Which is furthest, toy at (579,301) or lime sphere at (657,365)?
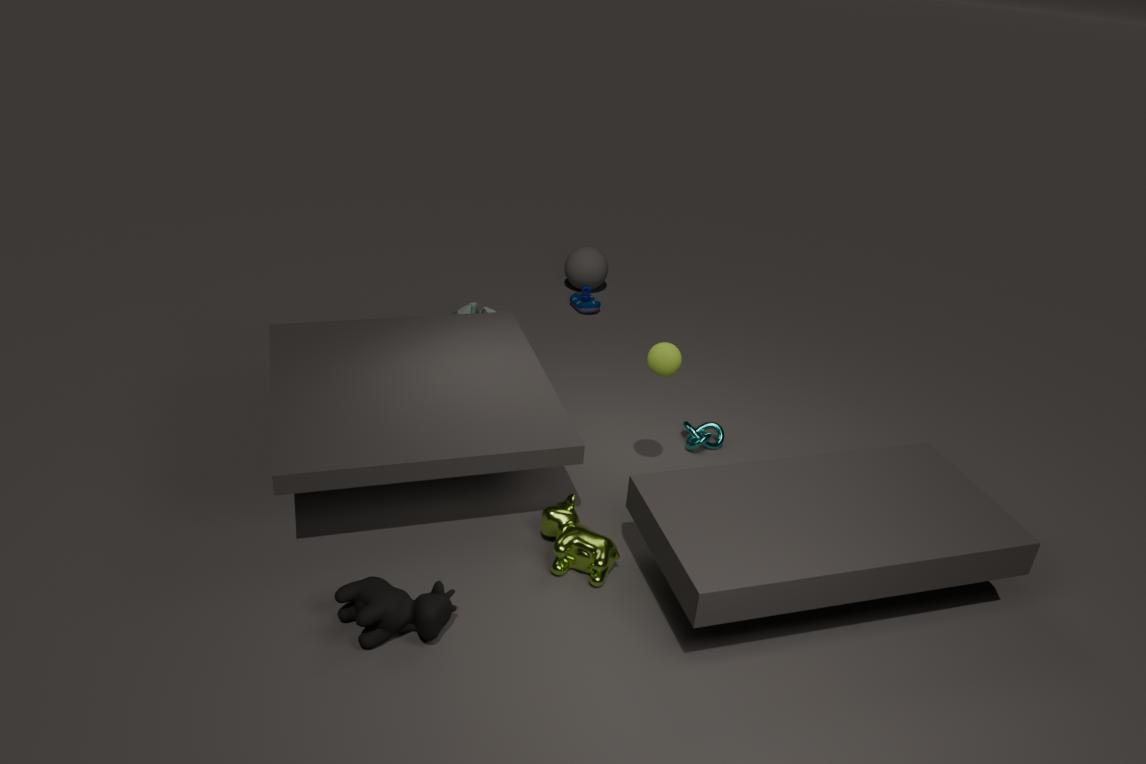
toy at (579,301)
